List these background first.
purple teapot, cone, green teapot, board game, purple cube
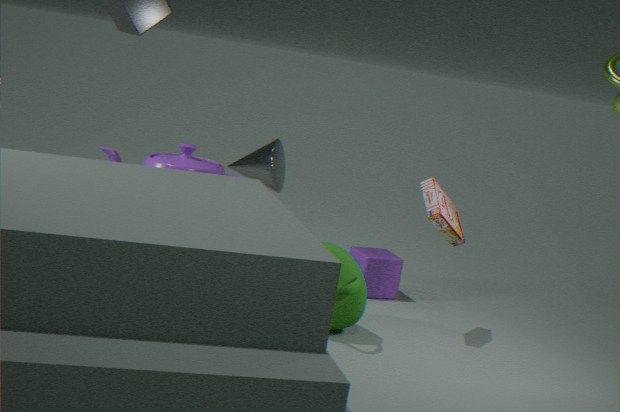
purple cube < cone < board game < green teapot < purple teapot
